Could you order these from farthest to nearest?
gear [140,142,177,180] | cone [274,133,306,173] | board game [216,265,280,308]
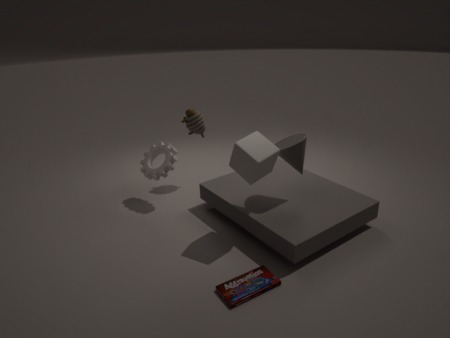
gear [140,142,177,180], cone [274,133,306,173], board game [216,265,280,308]
